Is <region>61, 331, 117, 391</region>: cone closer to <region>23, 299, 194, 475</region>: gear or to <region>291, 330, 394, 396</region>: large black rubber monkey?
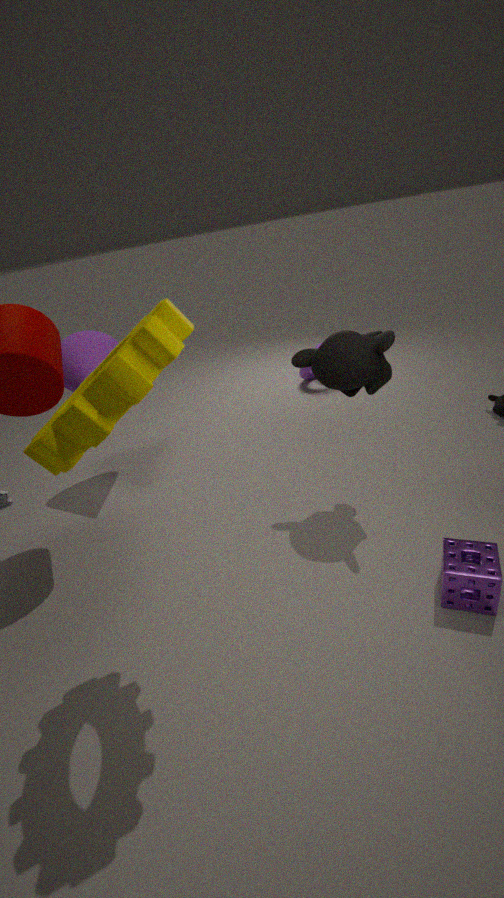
<region>23, 299, 194, 475</region>: gear
